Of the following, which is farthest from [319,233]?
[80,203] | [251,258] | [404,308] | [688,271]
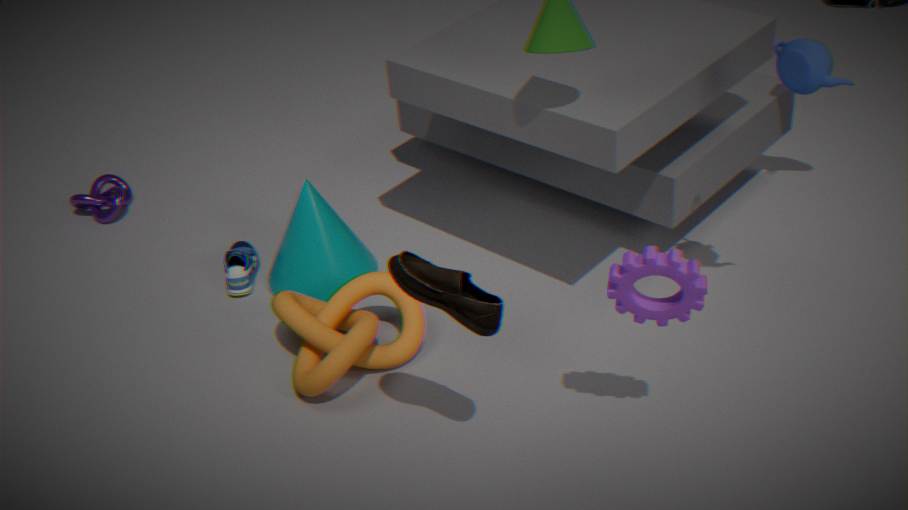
[688,271]
